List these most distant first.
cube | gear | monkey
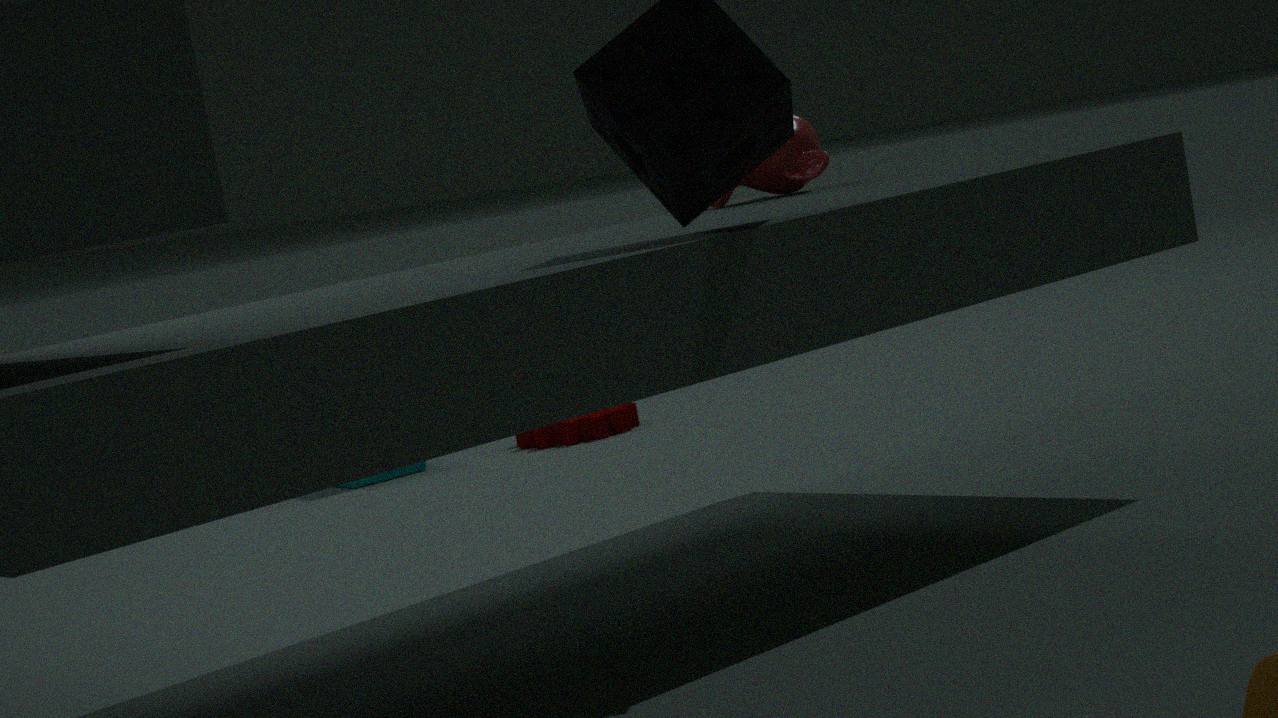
gear < cube < monkey
